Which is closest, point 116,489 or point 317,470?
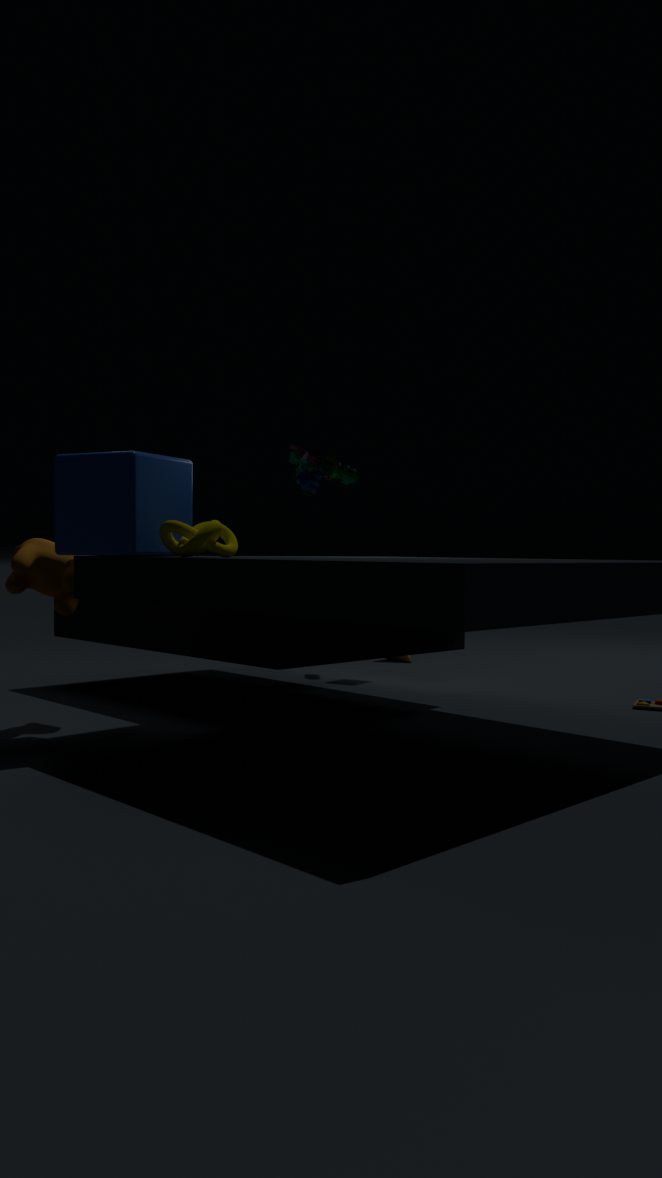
point 116,489
